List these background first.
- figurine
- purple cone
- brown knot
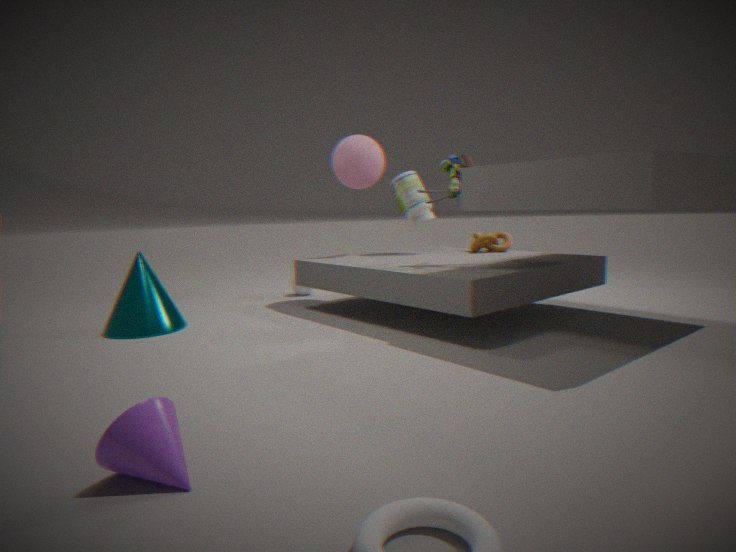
brown knot → figurine → purple cone
